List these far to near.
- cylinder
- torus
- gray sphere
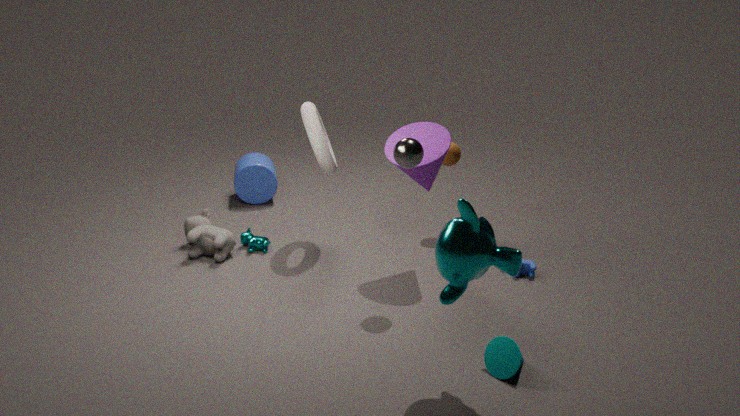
cylinder → torus → gray sphere
